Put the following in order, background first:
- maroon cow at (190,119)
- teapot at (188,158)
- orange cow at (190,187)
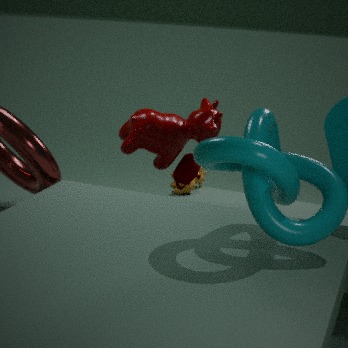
1. orange cow at (190,187)
2. teapot at (188,158)
3. maroon cow at (190,119)
